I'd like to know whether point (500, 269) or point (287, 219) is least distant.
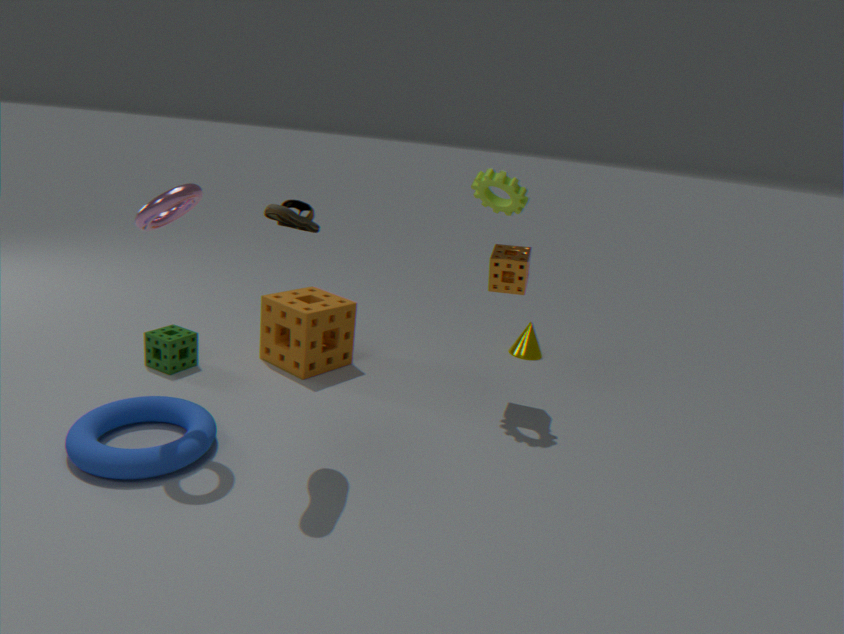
point (287, 219)
